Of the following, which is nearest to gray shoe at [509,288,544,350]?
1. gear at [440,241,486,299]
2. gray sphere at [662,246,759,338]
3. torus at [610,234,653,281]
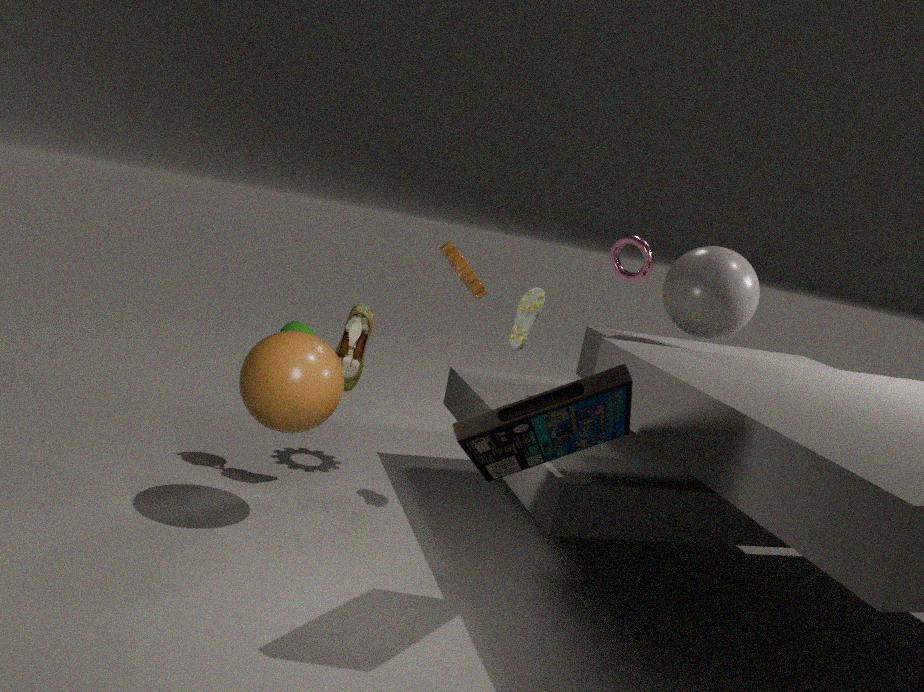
gear at [440,241,486,299]
